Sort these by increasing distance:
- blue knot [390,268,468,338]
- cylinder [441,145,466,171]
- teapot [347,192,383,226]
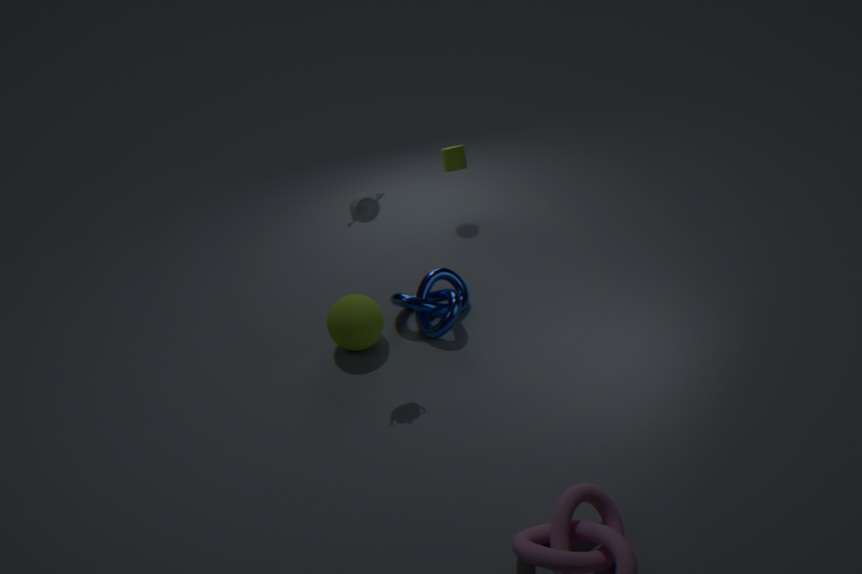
teapot [347,192,383,226] < blue knot [390,268,468,338] < cylinder [441,145,466,171]
